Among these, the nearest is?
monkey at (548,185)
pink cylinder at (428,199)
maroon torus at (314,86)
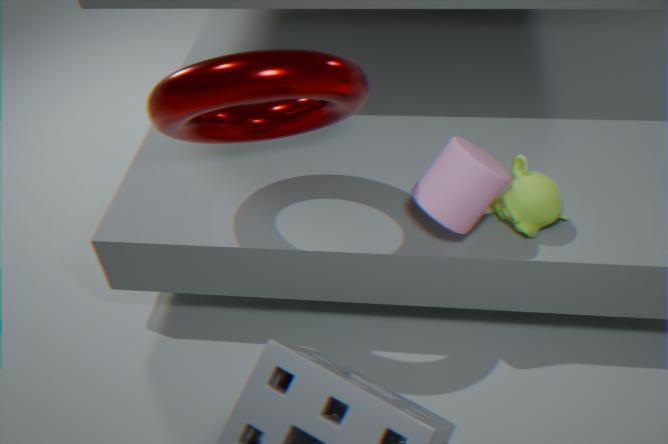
maroon torus at (314,86)
